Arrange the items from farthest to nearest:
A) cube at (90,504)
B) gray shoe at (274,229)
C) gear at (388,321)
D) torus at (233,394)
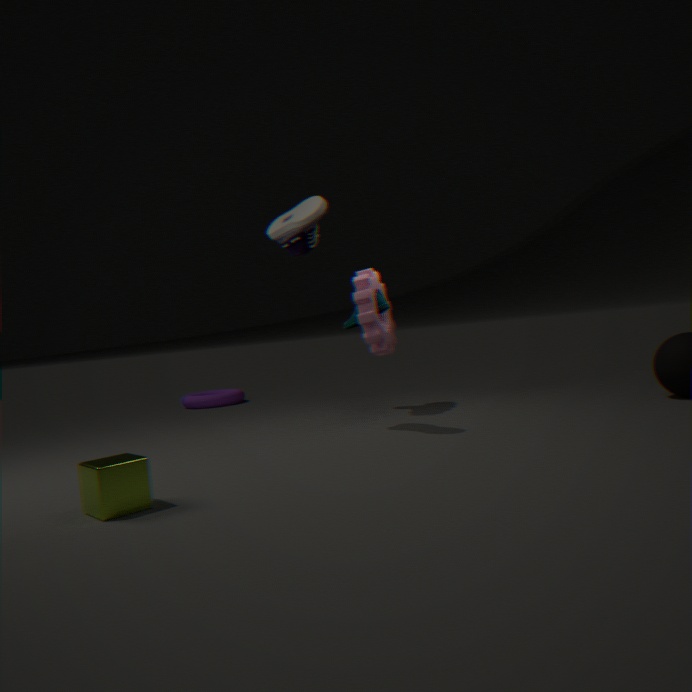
1. torus at (233,394)
2. gear at (388,321)
3. gray shoe at (274,229)
4. cube at (90,504)
